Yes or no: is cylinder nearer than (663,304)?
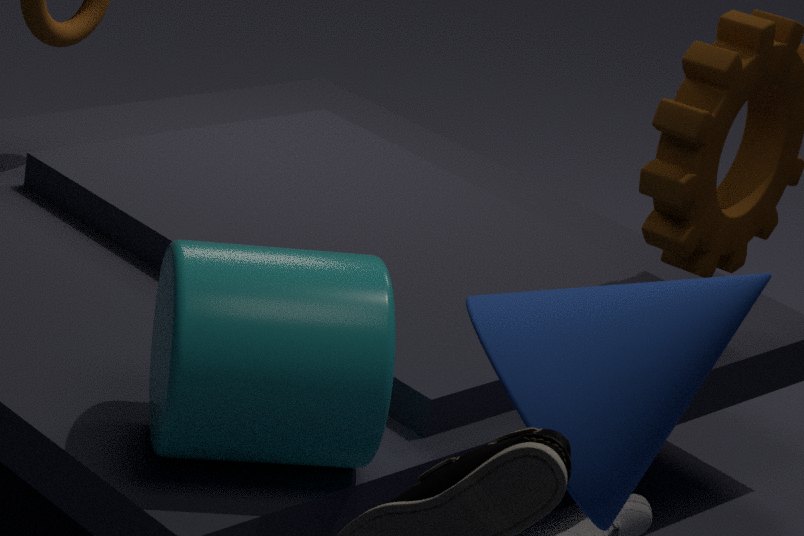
Yes
